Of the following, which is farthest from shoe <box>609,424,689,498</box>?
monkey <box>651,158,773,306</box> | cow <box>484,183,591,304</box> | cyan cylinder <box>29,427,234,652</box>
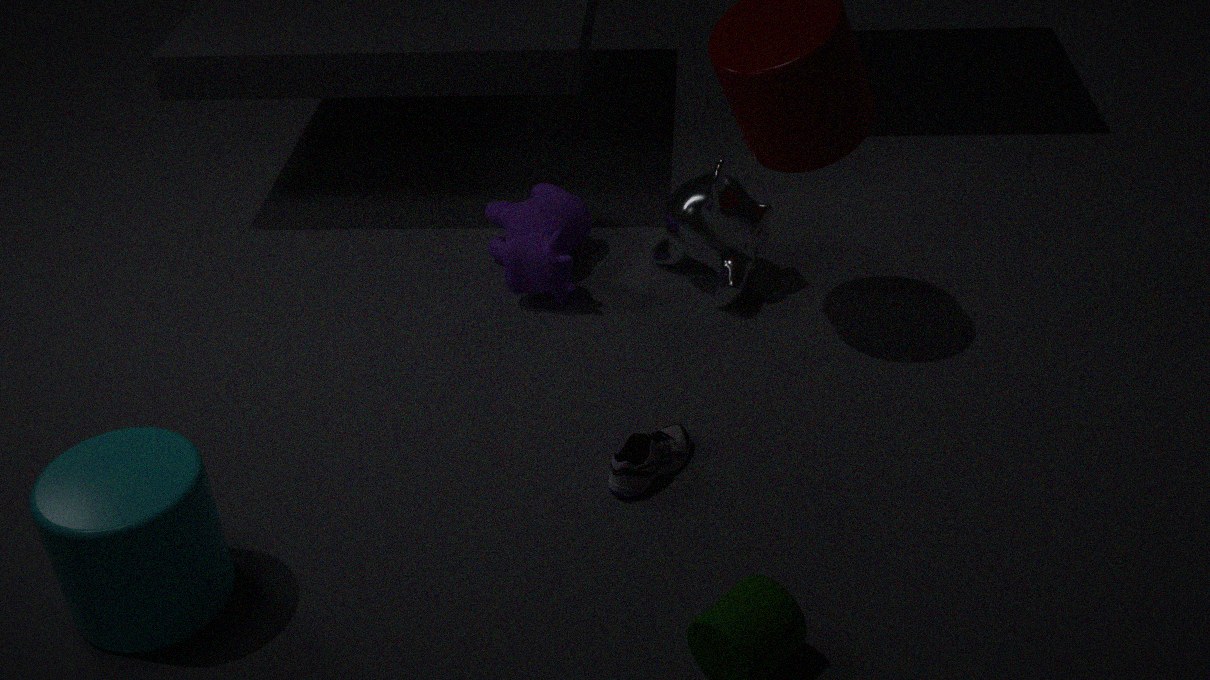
cyan cylinder <box>29,427,234,652</box>
